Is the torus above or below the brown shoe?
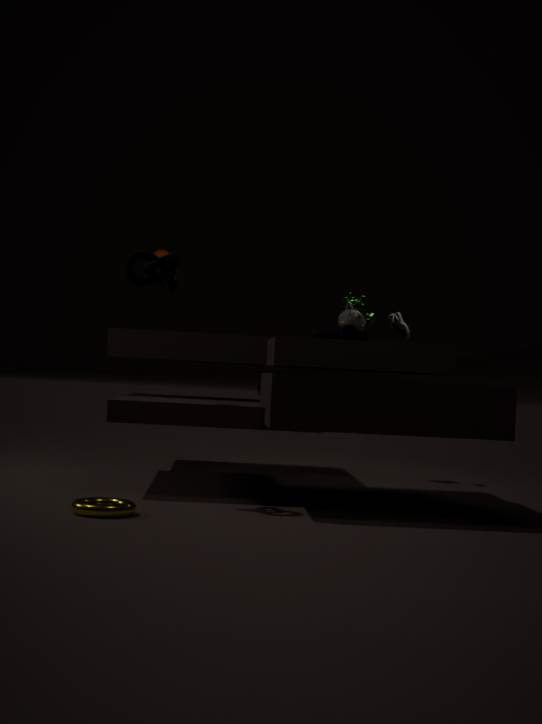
below
